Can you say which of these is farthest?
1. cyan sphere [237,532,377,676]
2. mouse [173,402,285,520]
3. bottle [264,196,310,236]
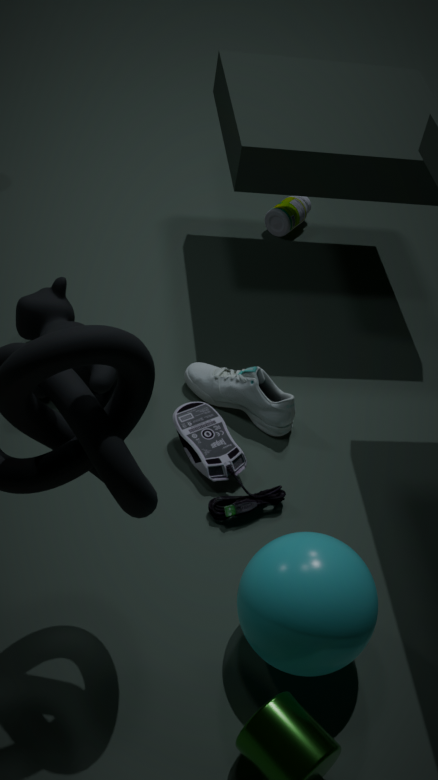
bottle [264,196,310,236]
